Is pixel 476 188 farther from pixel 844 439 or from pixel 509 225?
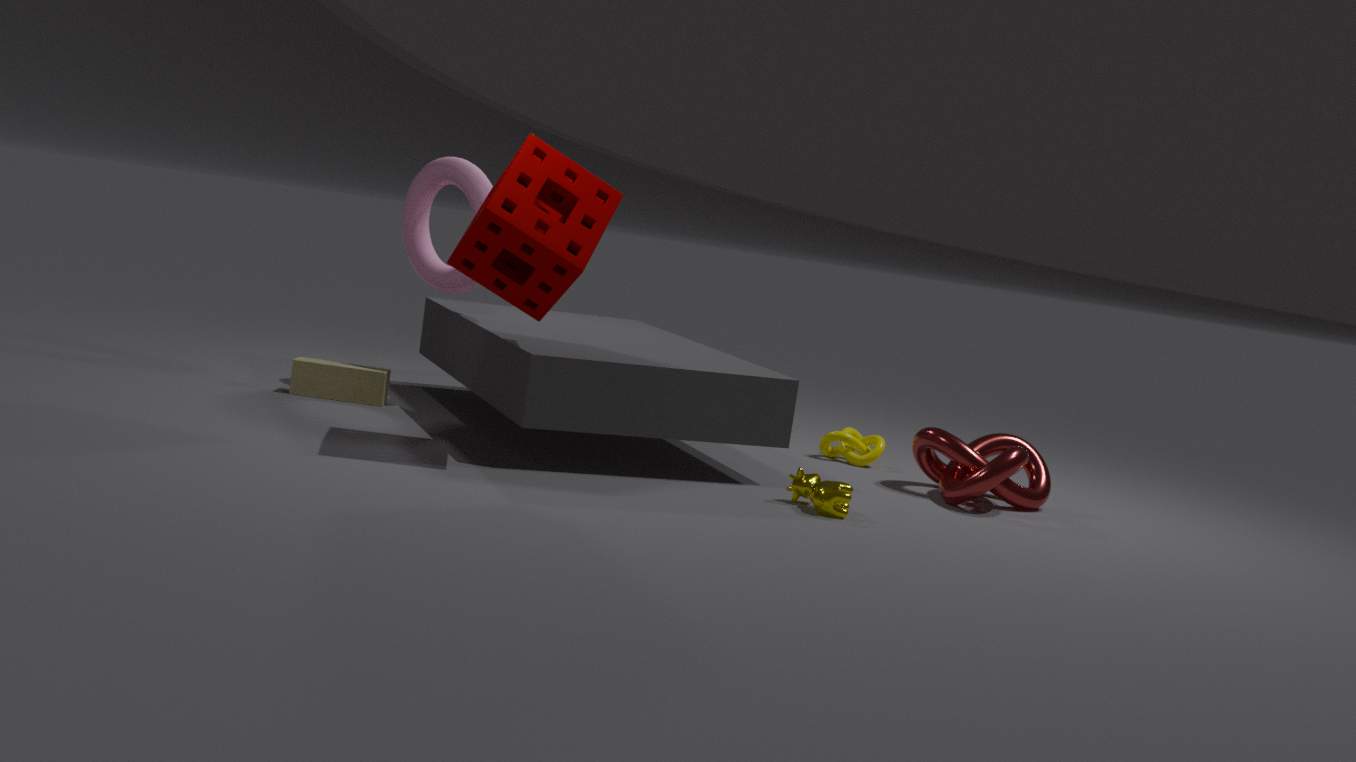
pixel 844 439
